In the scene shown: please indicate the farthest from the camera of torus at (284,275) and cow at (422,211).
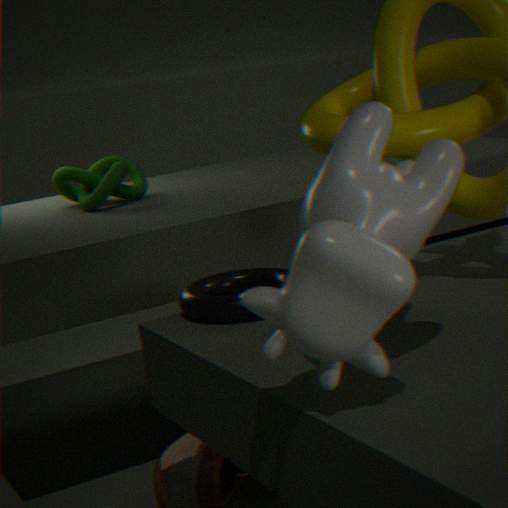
torus at (284,275)
